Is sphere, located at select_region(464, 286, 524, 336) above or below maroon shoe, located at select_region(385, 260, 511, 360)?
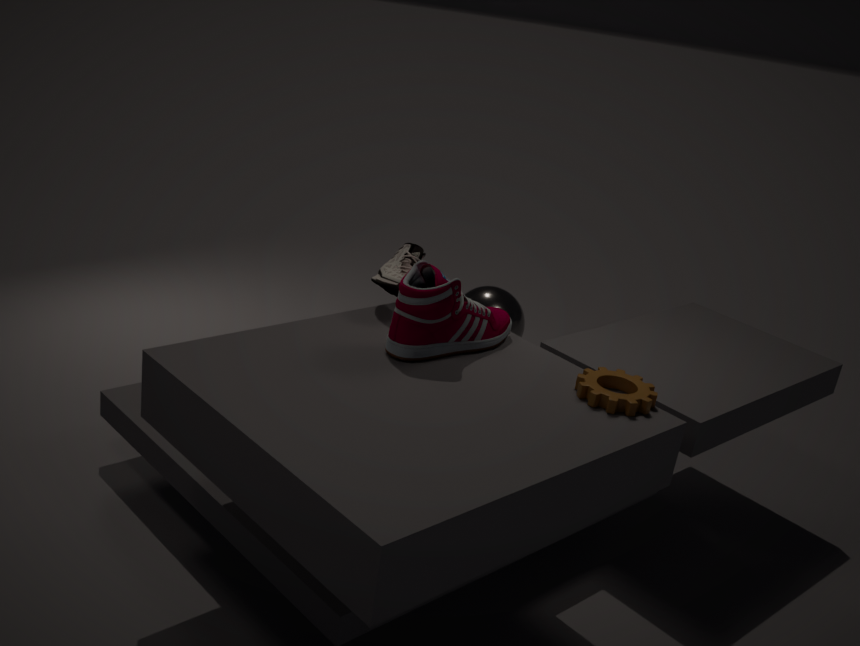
below
